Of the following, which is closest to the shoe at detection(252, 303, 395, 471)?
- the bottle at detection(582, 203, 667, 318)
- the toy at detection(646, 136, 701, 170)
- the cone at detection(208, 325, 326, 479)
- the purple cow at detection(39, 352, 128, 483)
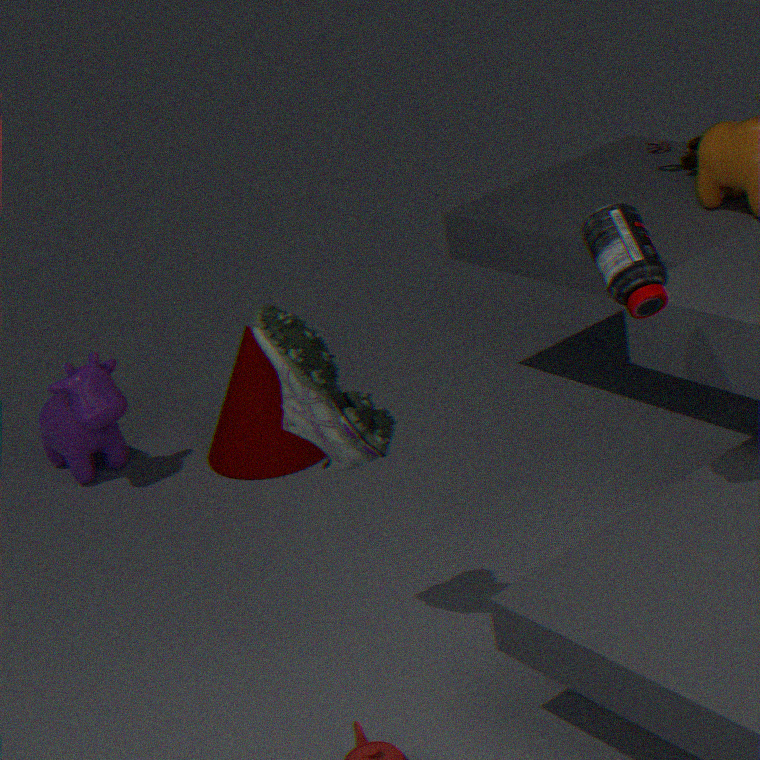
the bottle at detection(582, 203, 667, 318)
